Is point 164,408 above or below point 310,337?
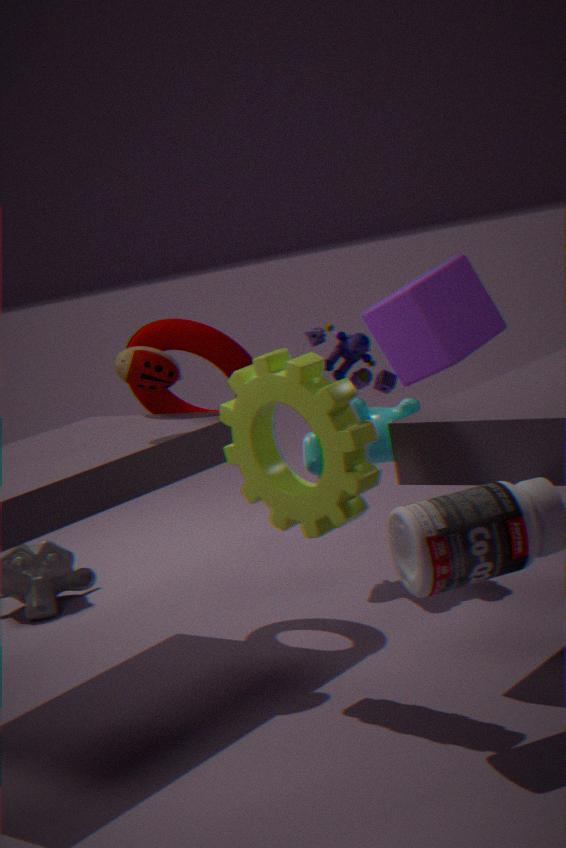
above
